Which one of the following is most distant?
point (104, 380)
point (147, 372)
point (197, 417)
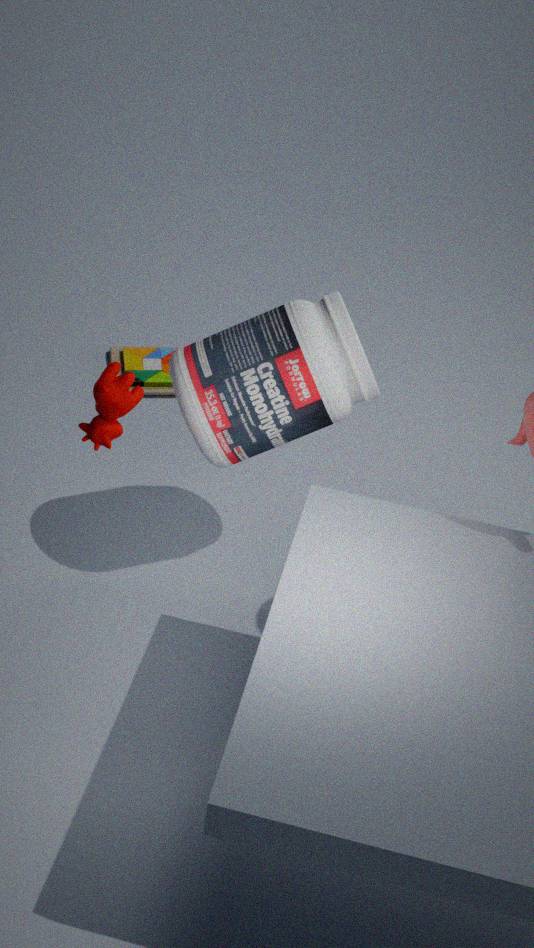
point (147, 372)
